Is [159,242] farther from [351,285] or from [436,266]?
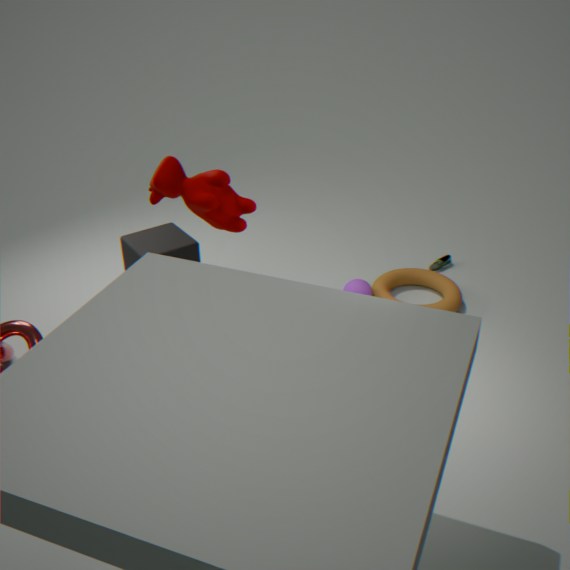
[436,266]
